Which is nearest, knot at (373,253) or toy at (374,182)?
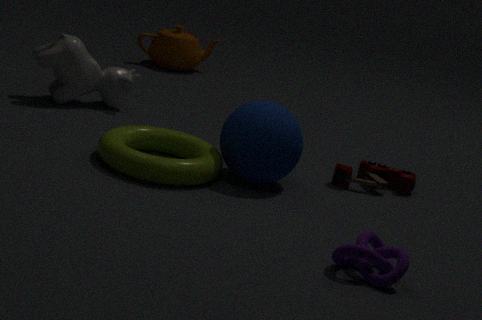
knot at (373,253)
